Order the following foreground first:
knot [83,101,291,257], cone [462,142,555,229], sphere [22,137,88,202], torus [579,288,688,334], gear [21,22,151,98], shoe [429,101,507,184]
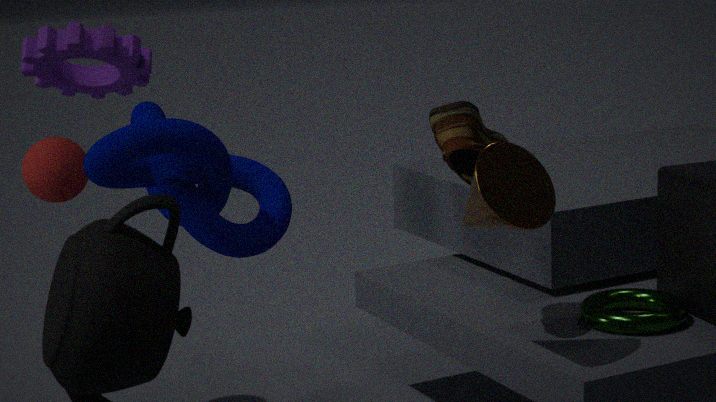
gear [21,22,151,98] → cone [462,142,555,229] → shoe [429,101,507,184] → knot [83,101,291,257] → torus [579,288,688,334] → sphere [22,137,88,202]
